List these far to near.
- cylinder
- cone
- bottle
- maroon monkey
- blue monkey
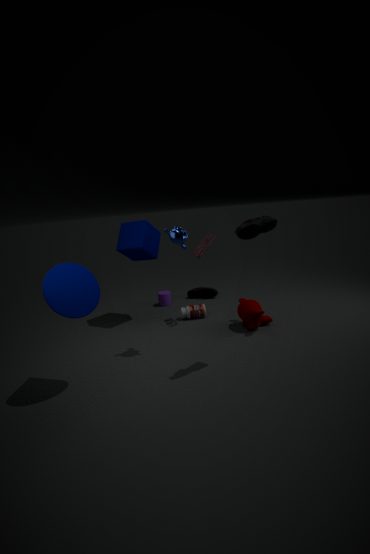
cylinder < bottle < maroon monkey < blue monkey < cone
